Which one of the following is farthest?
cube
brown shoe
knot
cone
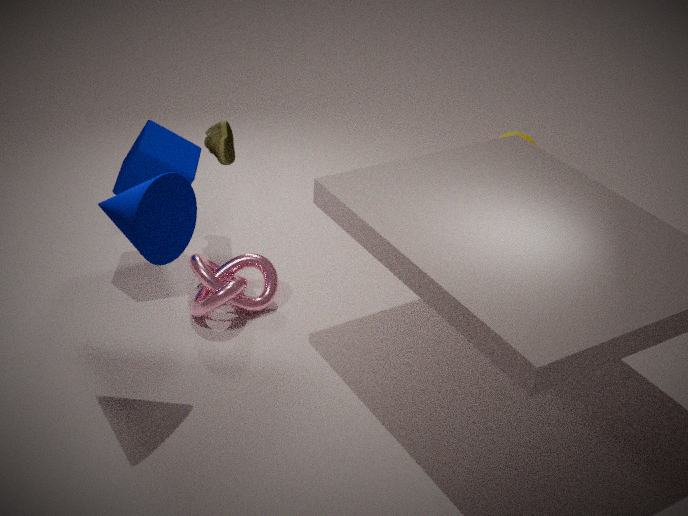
brown shoe
